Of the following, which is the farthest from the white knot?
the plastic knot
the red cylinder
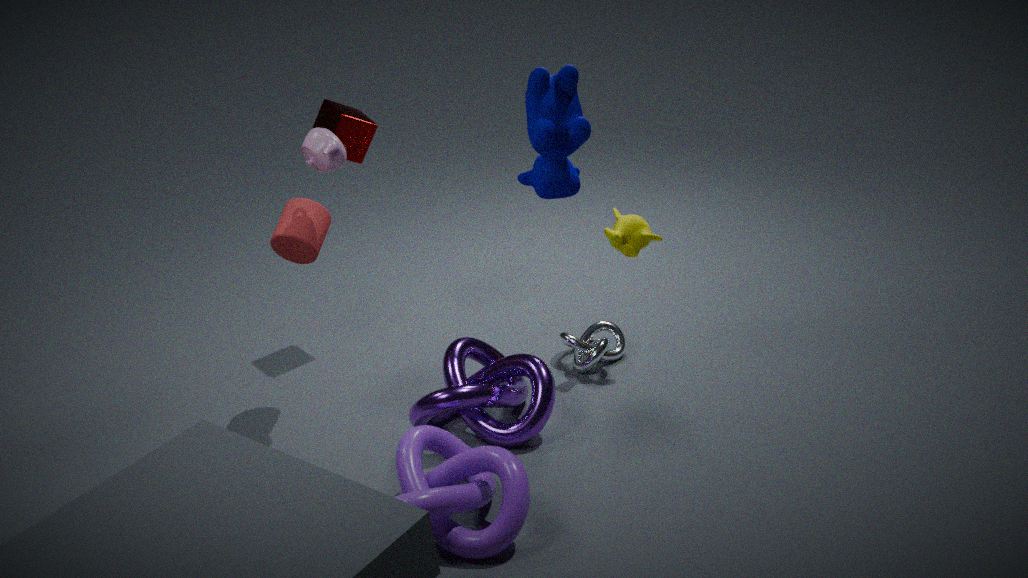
the red cylinder
